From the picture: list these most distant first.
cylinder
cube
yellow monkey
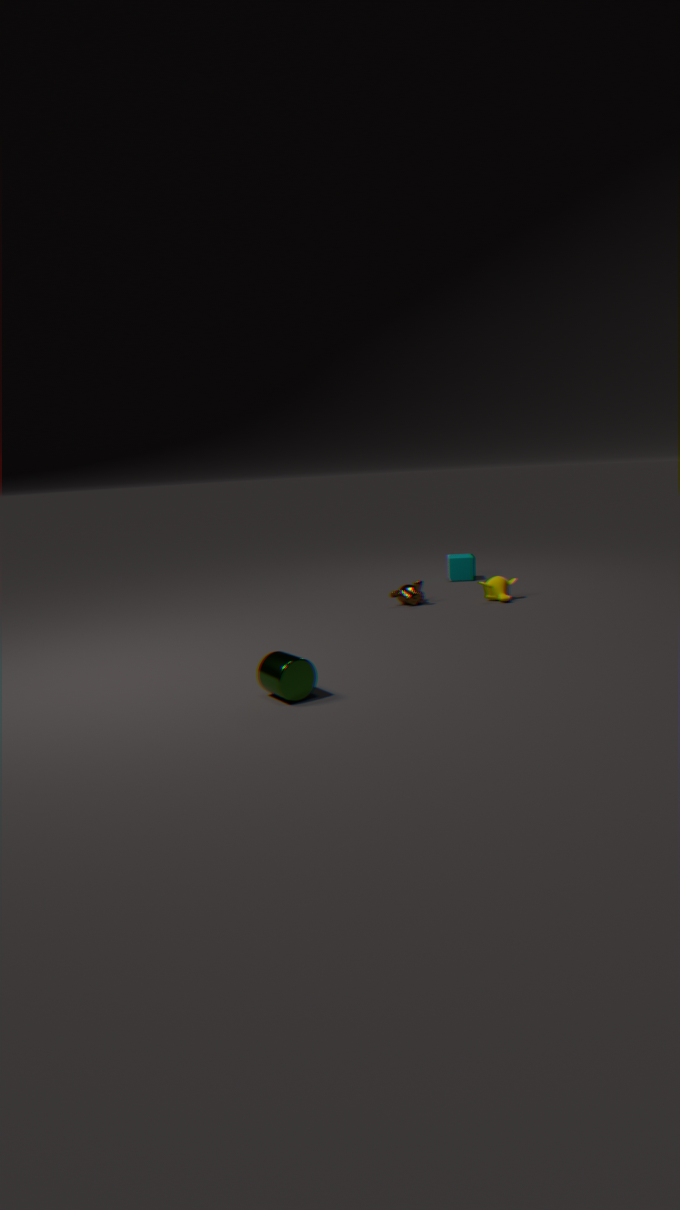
cube → yellow monkey → cylinder
